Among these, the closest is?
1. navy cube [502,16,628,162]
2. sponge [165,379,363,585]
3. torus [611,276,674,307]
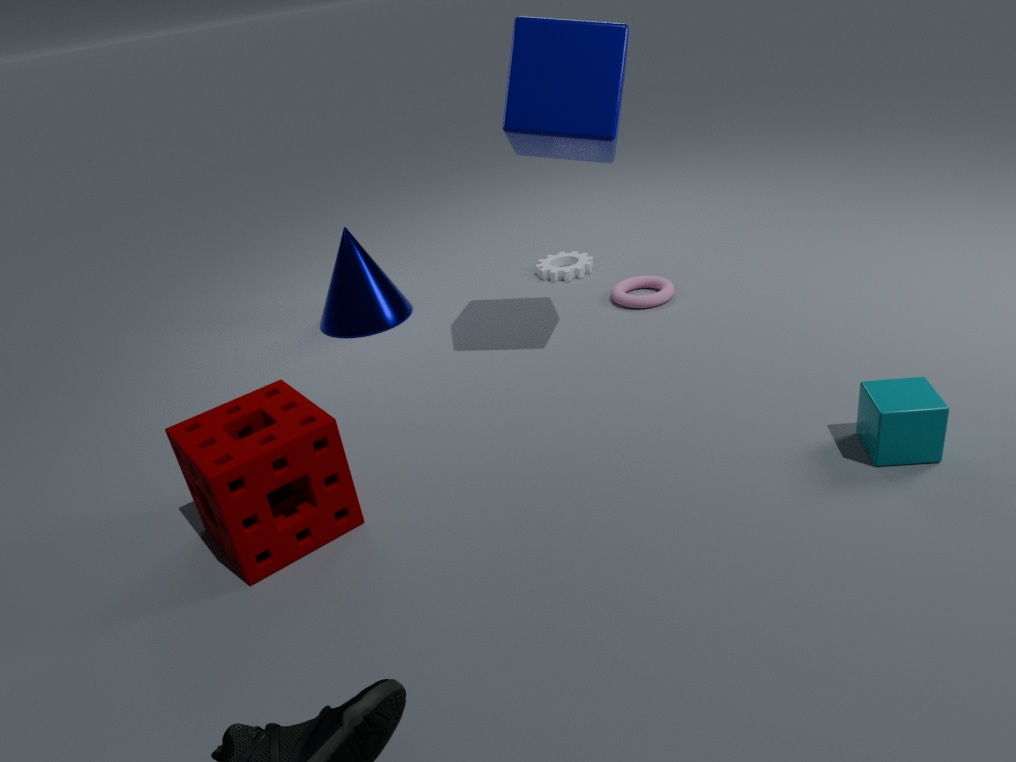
sponge [165,379,363,585]
